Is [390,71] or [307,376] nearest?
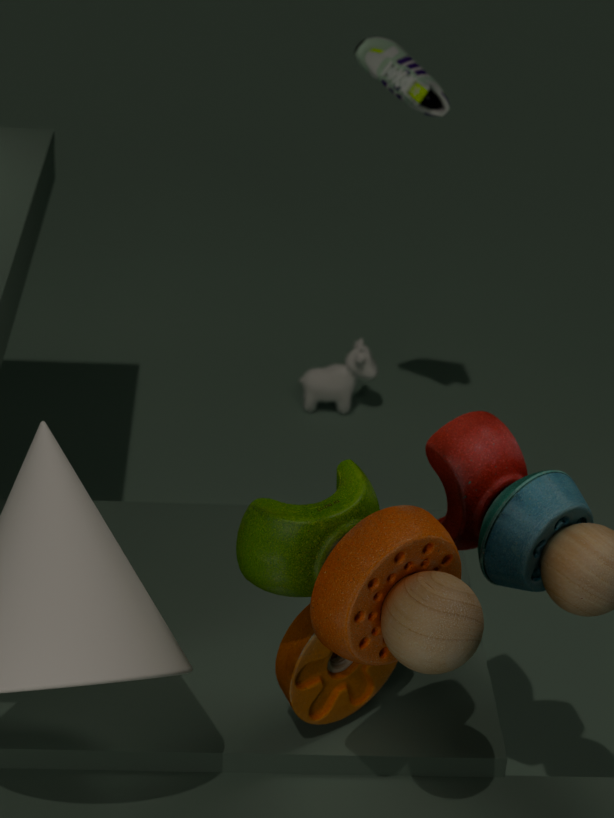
[390,71]
